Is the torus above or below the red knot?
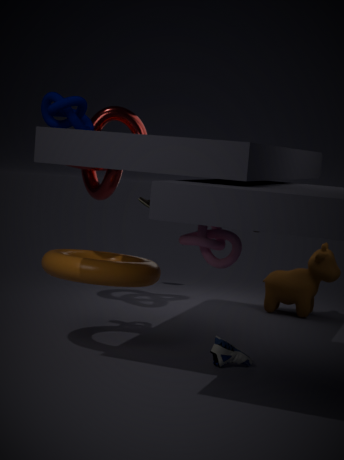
below
